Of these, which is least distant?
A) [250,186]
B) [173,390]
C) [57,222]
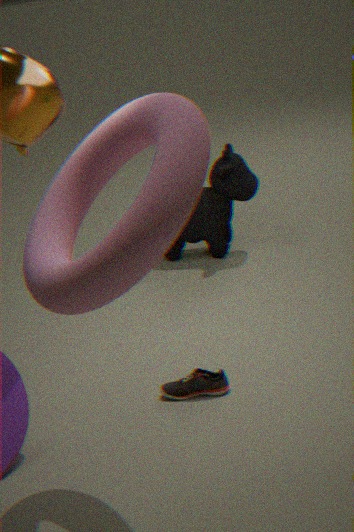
[57,222]
